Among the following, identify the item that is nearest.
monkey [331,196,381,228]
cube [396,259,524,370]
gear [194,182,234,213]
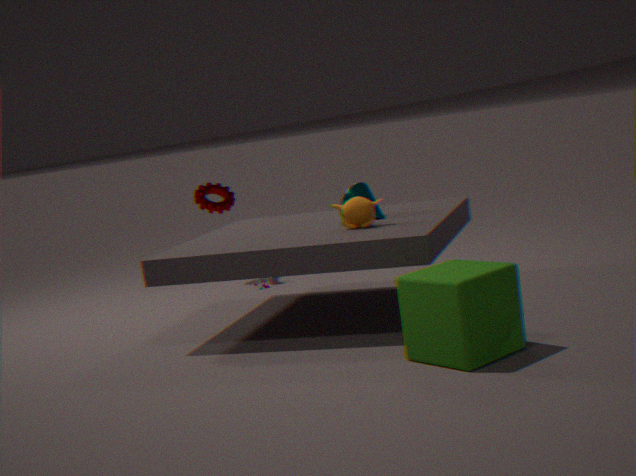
cube [396,259,524,370]
